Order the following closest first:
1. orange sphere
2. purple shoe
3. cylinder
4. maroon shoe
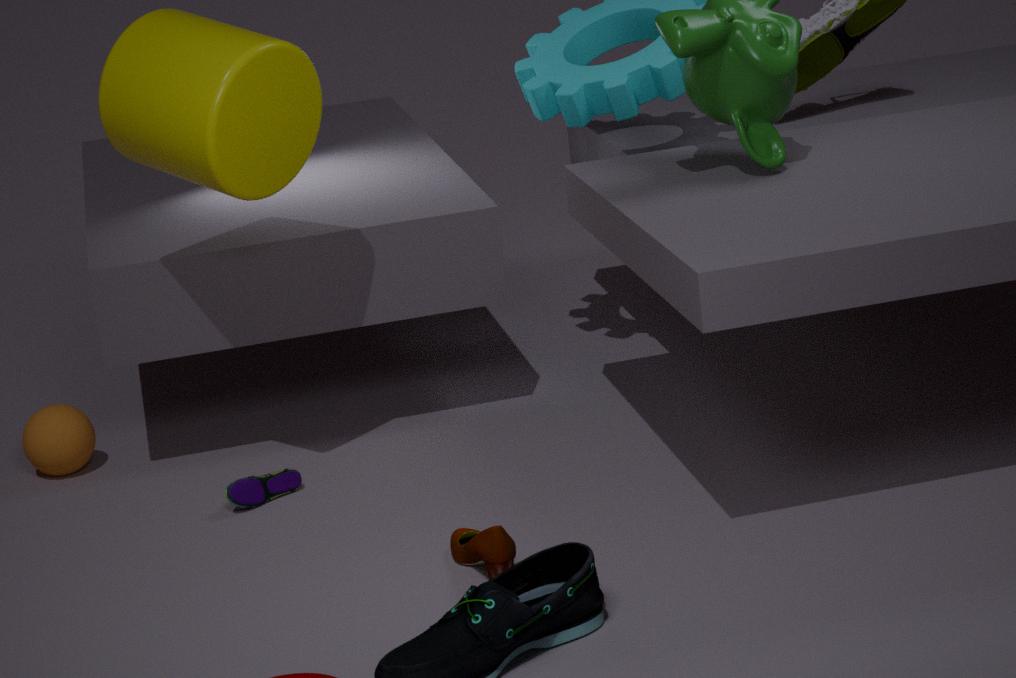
1. maroon shoe
2. cylinder
3. purple shoe
4. orange sphere
